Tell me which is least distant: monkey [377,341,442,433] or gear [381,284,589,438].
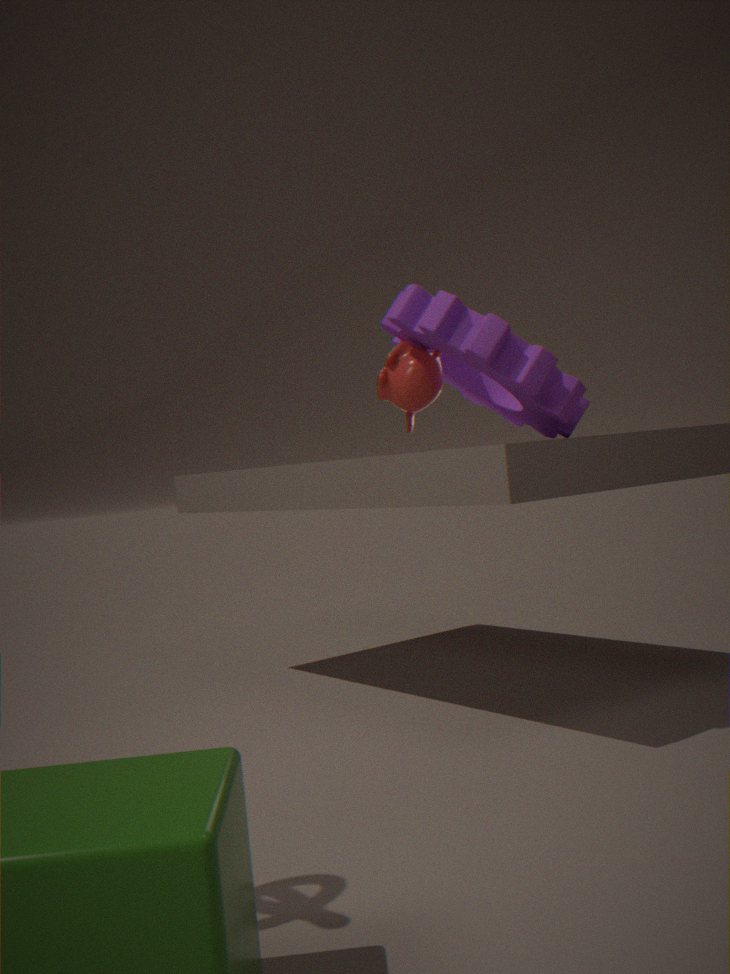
gear [381,284,589,438]
